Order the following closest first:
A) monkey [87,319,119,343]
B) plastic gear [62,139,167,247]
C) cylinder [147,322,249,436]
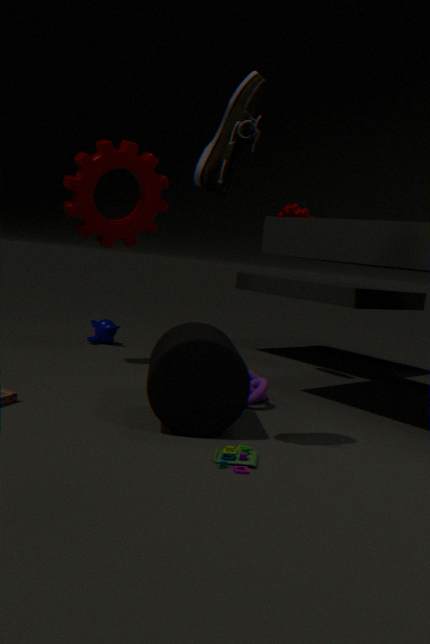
cylinder [147,322,249,436]
plastic gear [62,139,167,247]
monkey [87,319,119,343]
